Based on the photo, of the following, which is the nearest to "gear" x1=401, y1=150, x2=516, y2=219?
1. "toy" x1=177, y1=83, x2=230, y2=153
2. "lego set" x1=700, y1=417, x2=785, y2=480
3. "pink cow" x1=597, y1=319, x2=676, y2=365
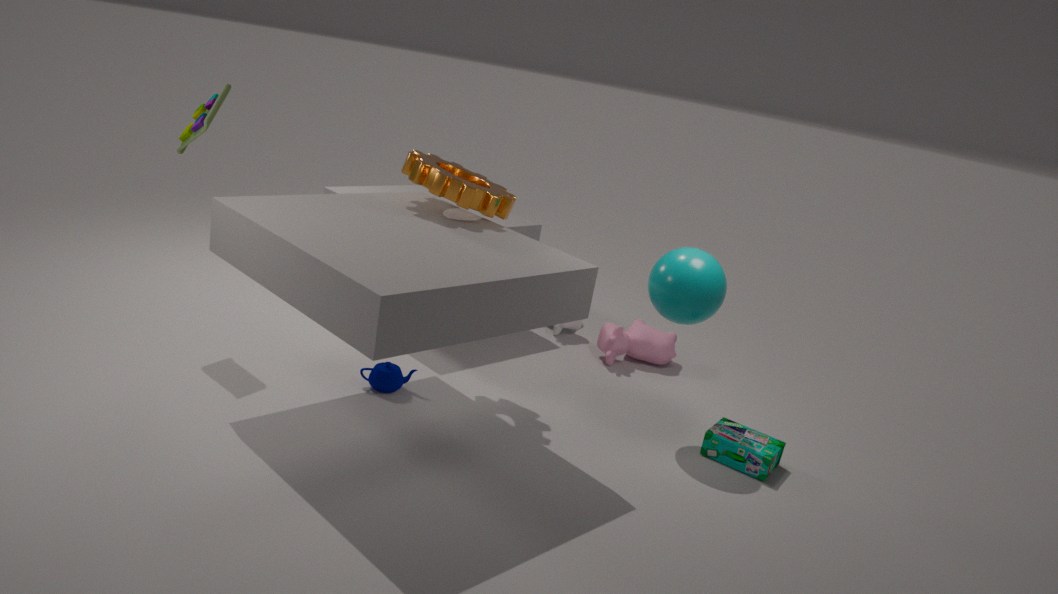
"toy" x1=177, y1=83, x2=230, y2=153
